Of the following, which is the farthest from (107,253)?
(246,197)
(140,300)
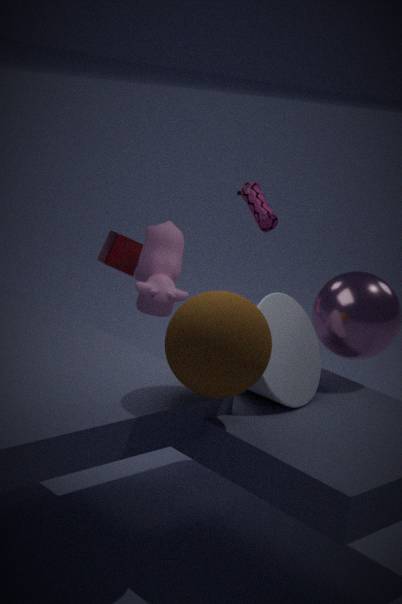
(246,197)
